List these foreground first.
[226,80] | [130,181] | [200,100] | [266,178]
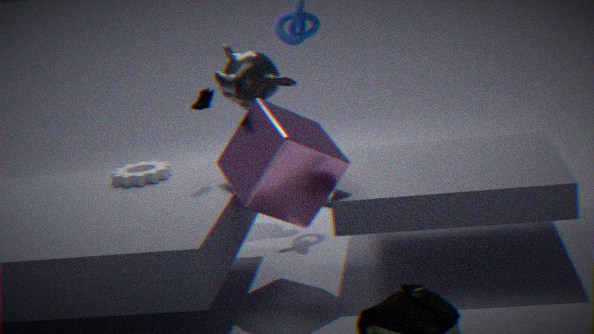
[266,178]
[200,100]
[130,181]
[226,80]
